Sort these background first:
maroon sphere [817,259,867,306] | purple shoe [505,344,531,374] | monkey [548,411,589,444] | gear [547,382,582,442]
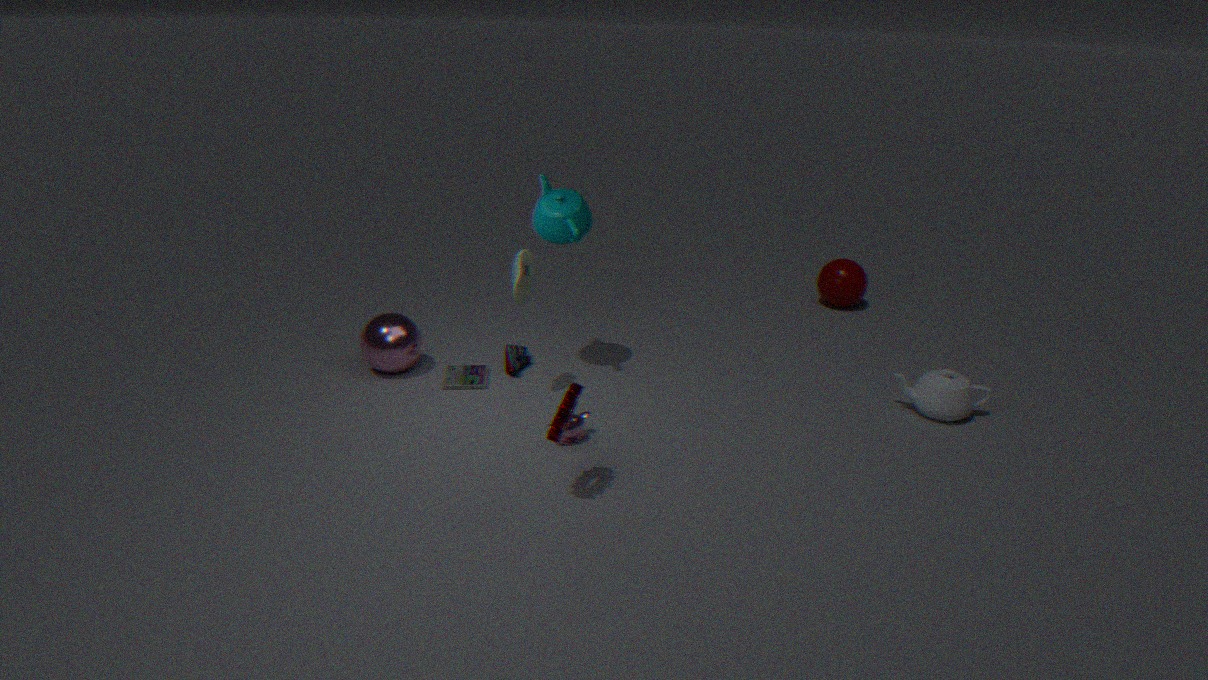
maroon sphere [817,259,867,306]
purple shoe [505,344,531,374]
monkey [548,411,589,444]
gear [547,382,582,442]
